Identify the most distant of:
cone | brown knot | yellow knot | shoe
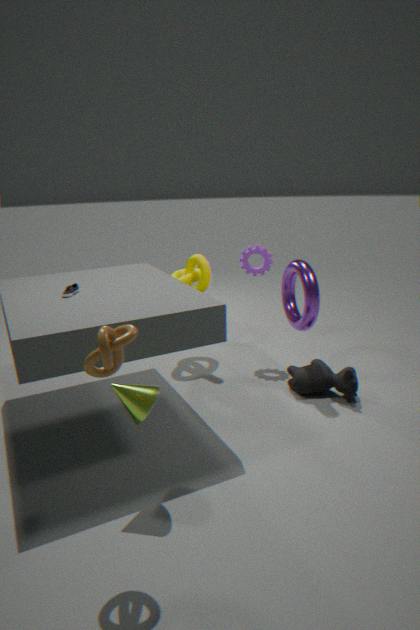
yellow knot
